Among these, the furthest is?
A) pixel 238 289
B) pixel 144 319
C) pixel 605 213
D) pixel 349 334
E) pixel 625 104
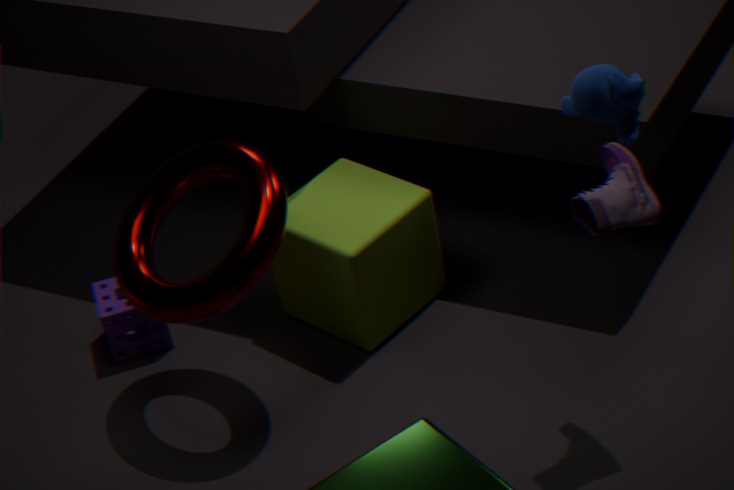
pixel 144 319
